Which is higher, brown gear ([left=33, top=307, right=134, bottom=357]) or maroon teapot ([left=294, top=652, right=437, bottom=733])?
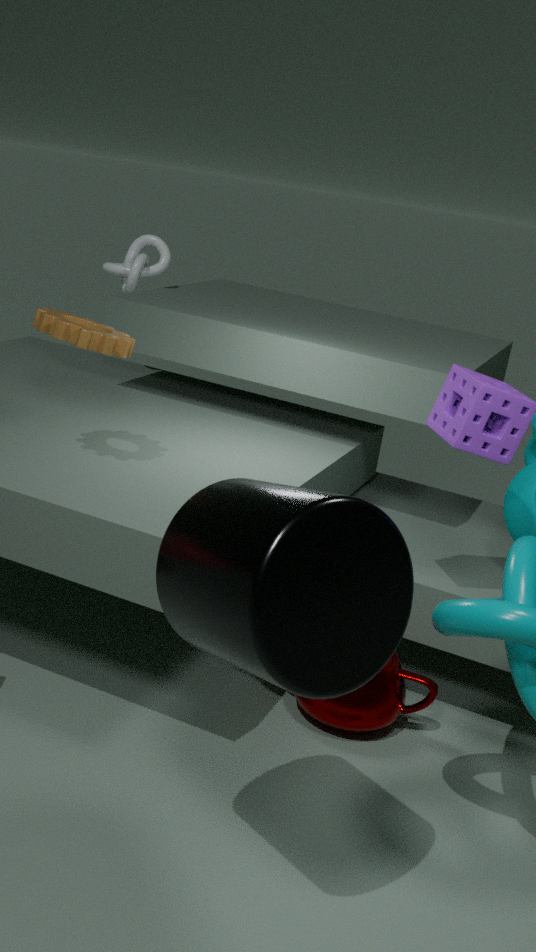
brown gear ([left=33, top=307, right=134, bottom=357])
